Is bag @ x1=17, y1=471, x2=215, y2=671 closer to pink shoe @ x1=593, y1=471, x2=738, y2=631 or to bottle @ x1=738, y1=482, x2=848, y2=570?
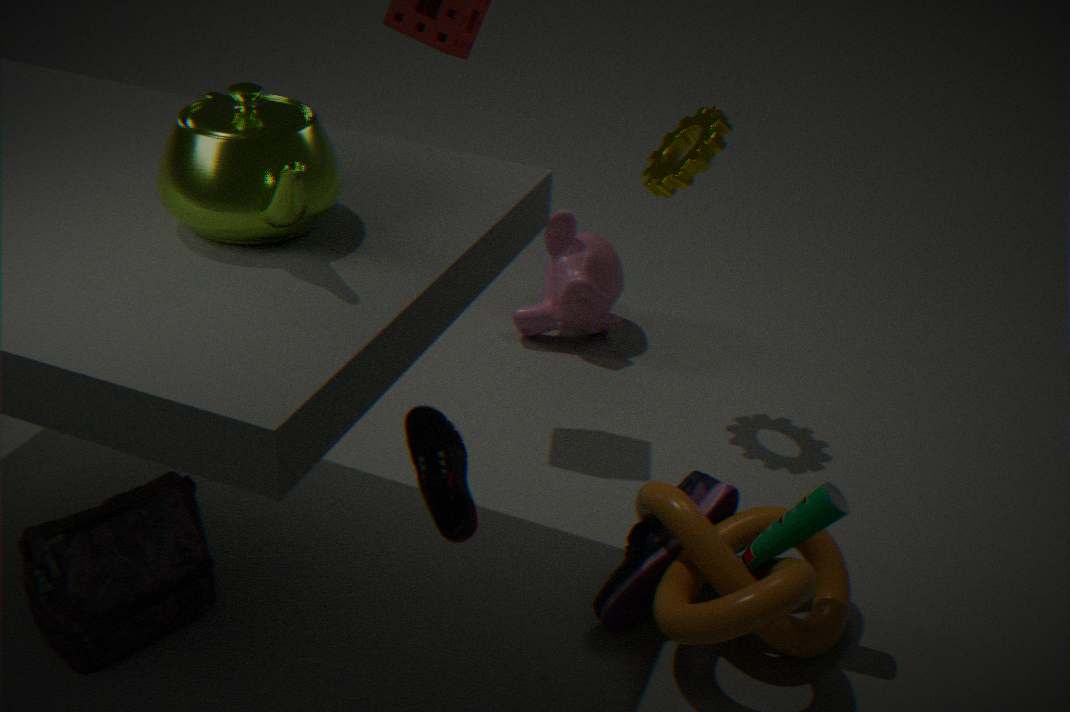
pink shoe @ x1=593, y1=471, x2=738, y2=631
